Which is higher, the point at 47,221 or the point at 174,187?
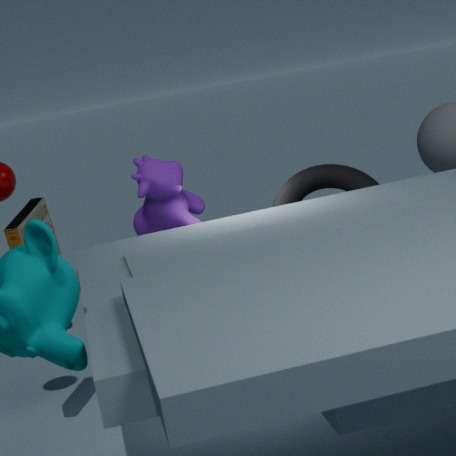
the point at 174,187
